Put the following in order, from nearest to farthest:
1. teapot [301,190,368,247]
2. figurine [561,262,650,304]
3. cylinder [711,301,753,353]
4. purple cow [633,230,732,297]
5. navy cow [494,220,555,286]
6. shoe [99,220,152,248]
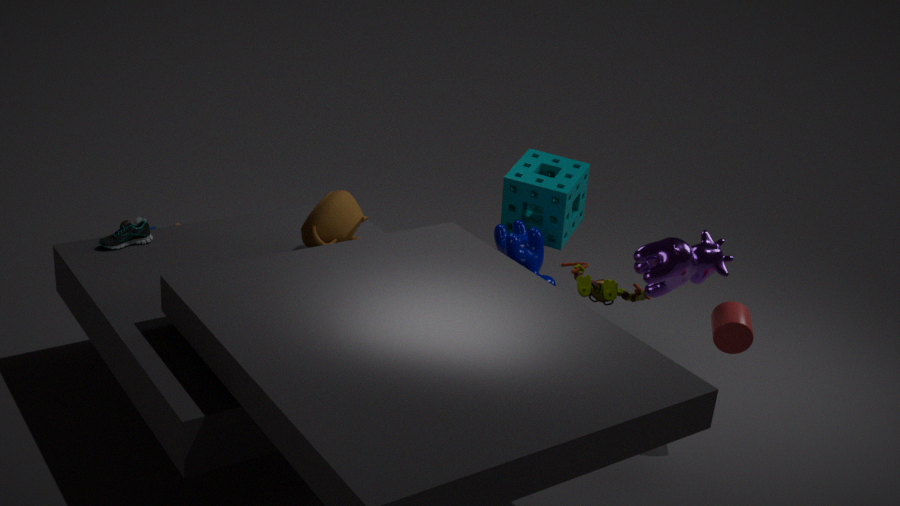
purple cow [633,230,732,297] → figurine [561,262,650,304] → cylinder [711,301,753,353] → teapot [301,190,368,247] → shoe [99,220,152,248] → navy cow [494,220,555,286]
